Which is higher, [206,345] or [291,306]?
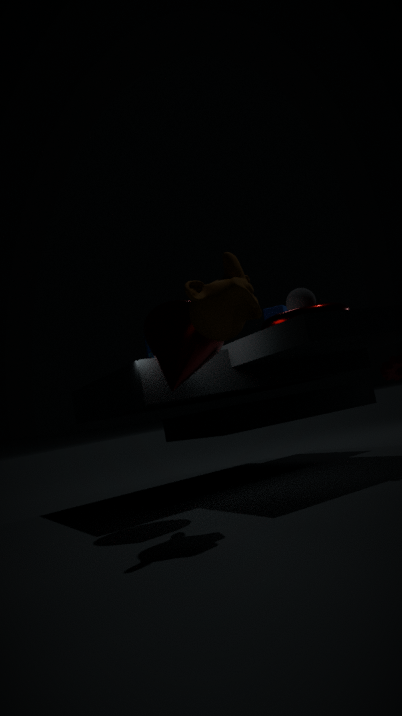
[291,306]
